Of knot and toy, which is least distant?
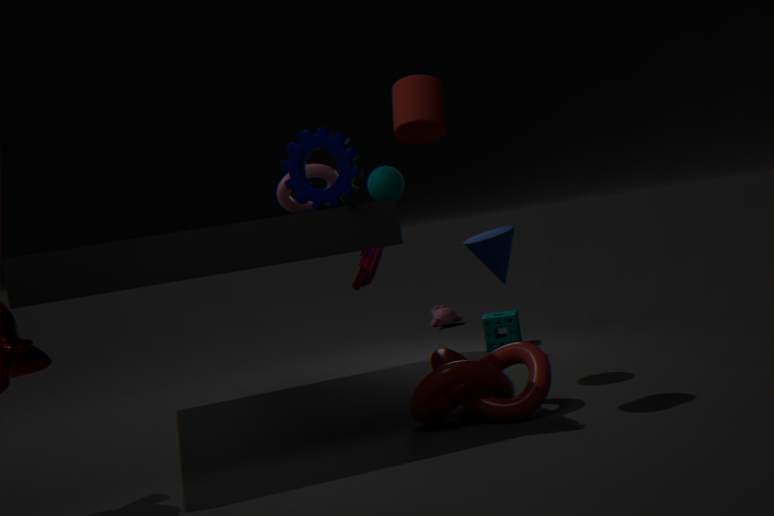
knot
